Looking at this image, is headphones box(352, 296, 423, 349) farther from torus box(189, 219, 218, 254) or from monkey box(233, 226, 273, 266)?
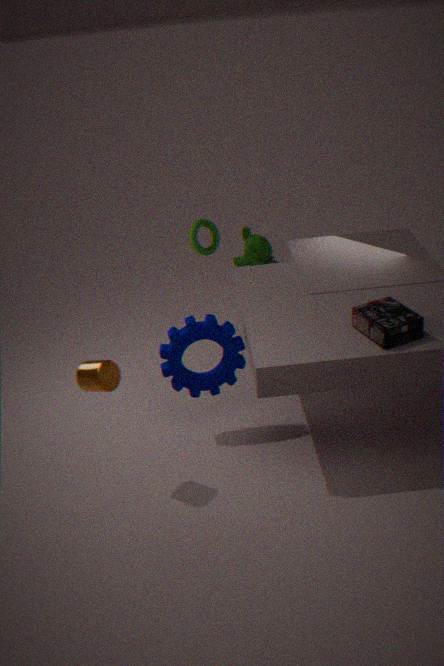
monkey box(233, 226, 273, 266)
